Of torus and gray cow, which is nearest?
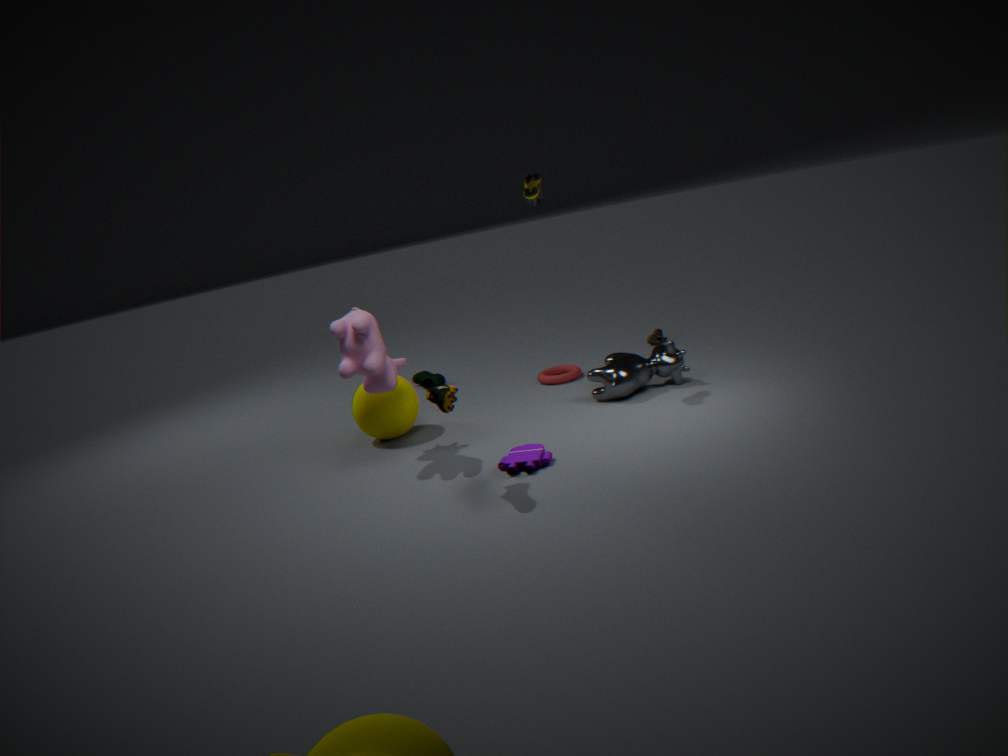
gray cow
